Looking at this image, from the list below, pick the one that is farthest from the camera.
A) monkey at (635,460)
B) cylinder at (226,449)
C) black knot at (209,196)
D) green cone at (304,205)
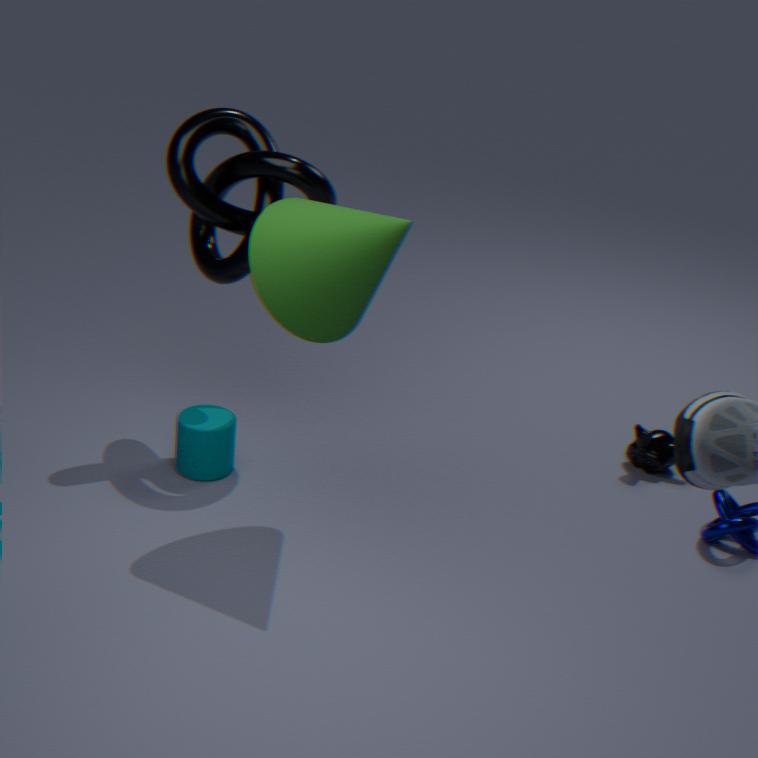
monkey at (635,460)
